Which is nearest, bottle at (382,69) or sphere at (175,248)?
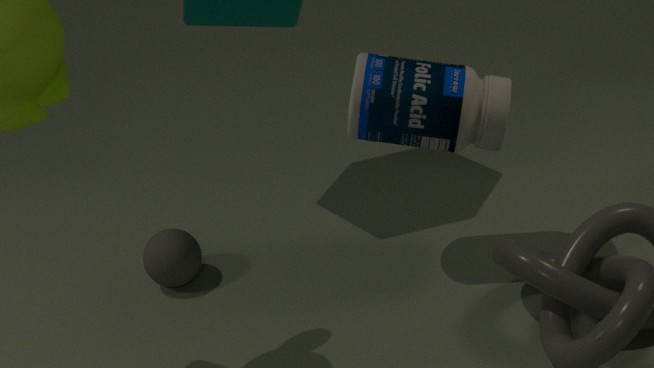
bottle at (382,69)
